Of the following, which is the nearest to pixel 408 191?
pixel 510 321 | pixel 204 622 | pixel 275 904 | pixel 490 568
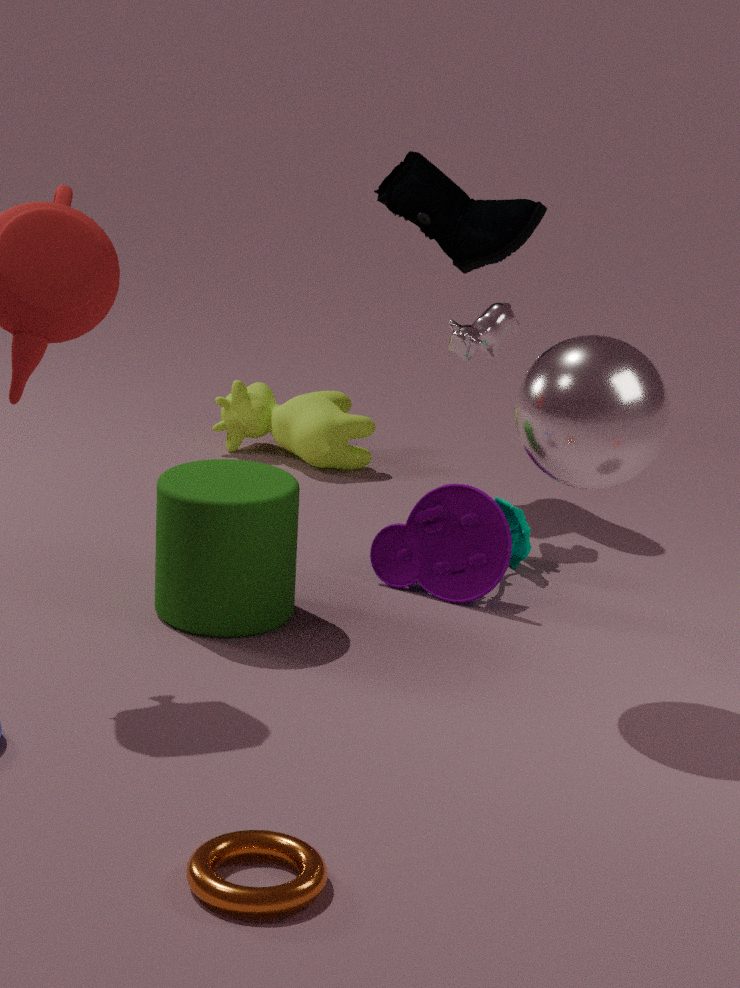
A: pixel 510 321
